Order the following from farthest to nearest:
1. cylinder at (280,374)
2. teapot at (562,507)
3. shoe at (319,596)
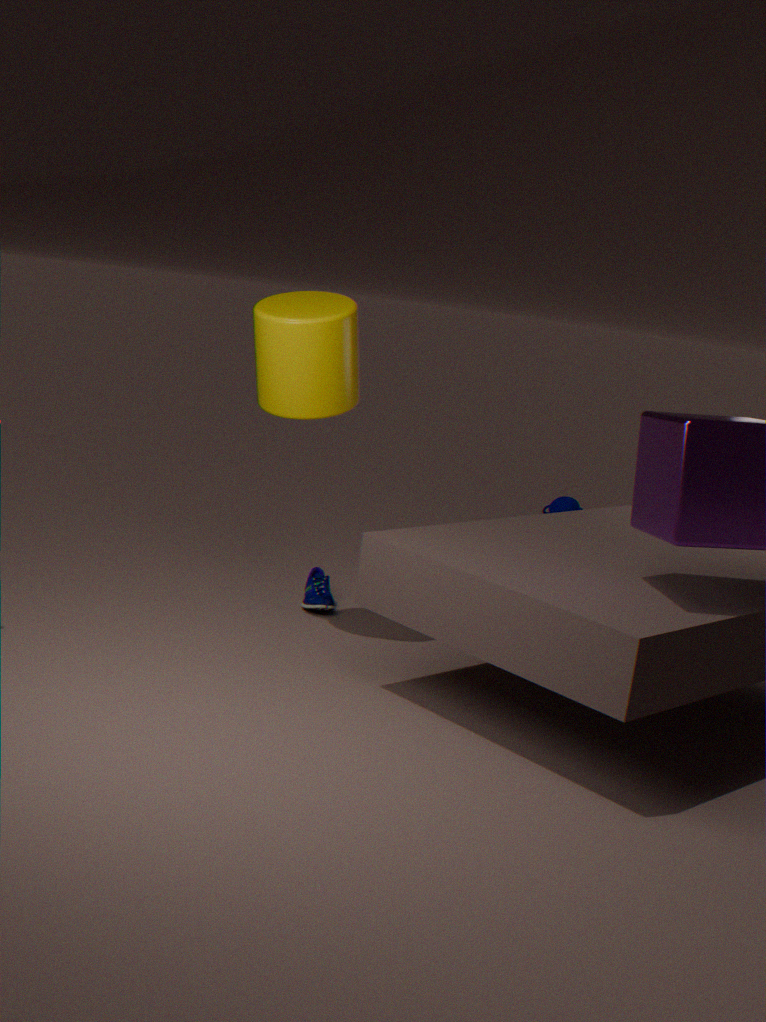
teapot at (562,507) → shoe at (319,596) → cylinder at (280,374)
